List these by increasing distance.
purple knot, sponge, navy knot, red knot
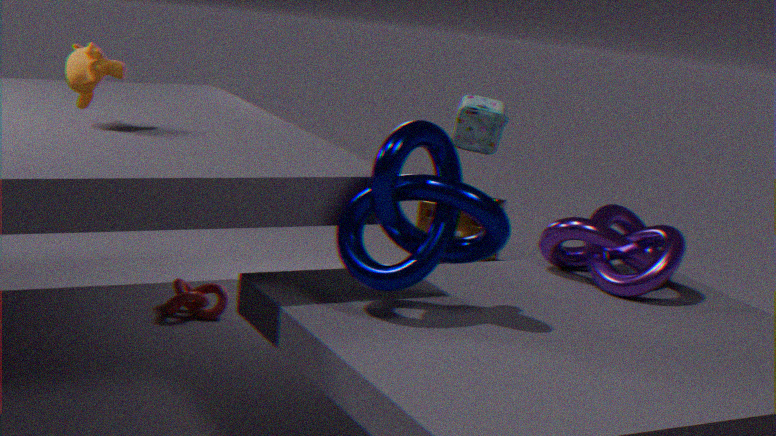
navy knot
purple knot
red knot
sponge
